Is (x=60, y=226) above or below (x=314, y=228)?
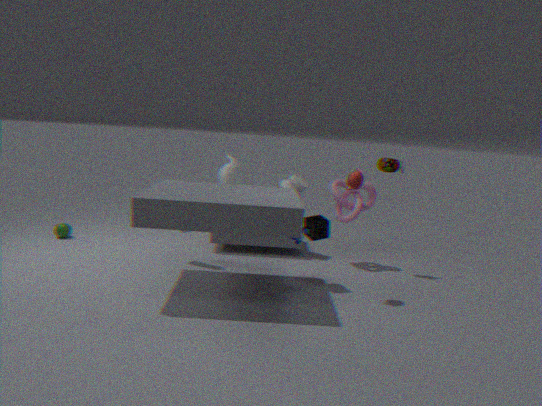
below
